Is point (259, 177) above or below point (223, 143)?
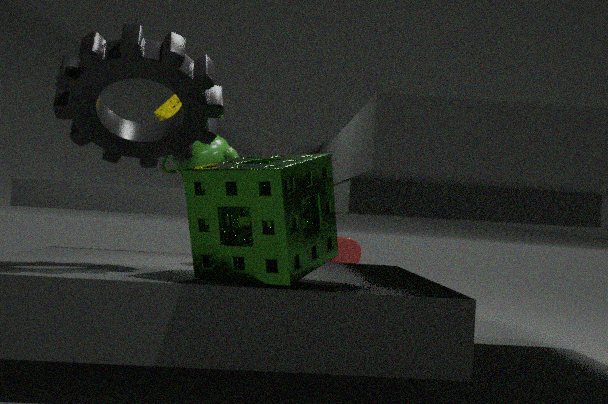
below
